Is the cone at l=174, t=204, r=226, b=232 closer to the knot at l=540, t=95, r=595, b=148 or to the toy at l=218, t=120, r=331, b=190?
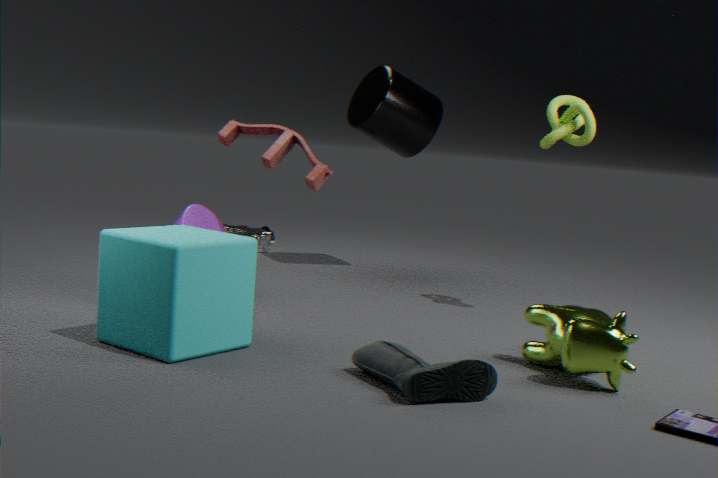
the toy at l=218, t=120, r=331, b=190
